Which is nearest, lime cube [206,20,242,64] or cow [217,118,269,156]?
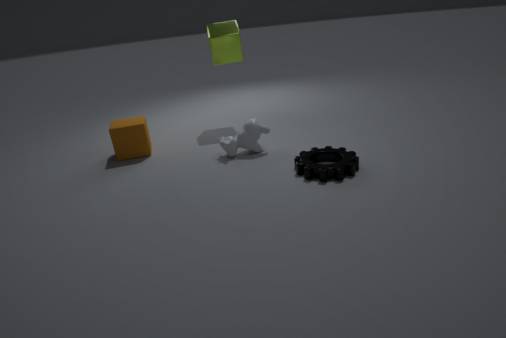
cow [217,118,269,156]
